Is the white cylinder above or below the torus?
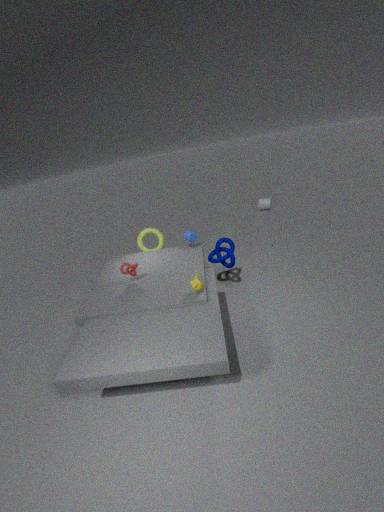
below
